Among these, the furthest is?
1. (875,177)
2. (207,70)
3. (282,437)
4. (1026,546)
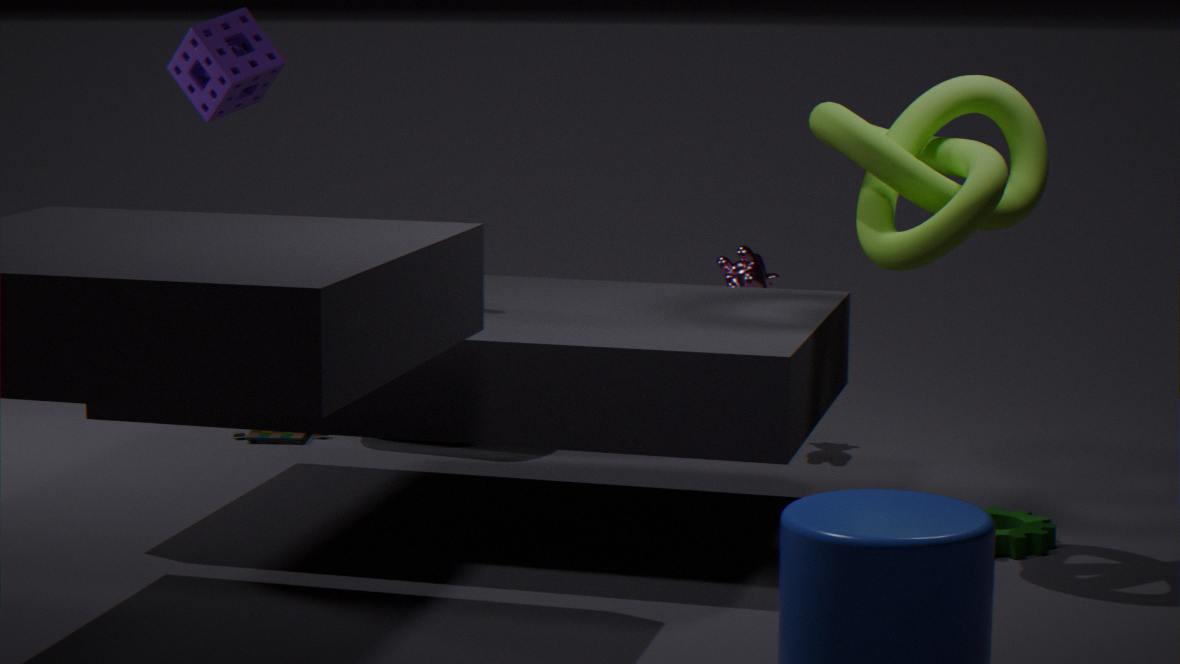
(282,437)
